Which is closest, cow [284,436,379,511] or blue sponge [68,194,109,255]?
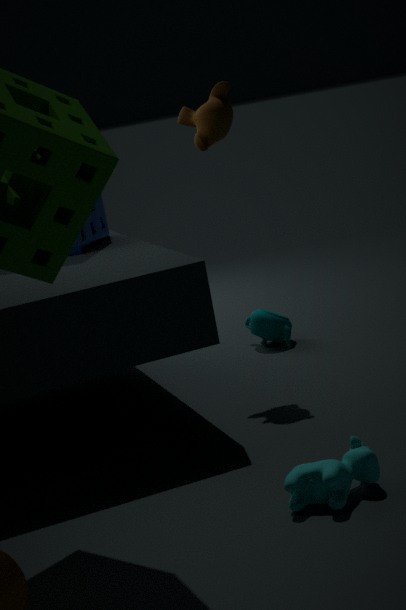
cow [284,436,379,511]
